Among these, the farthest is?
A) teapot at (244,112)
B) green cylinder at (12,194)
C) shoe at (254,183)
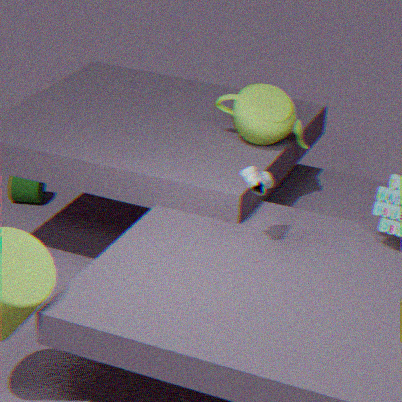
green cylinder at (12,194)
